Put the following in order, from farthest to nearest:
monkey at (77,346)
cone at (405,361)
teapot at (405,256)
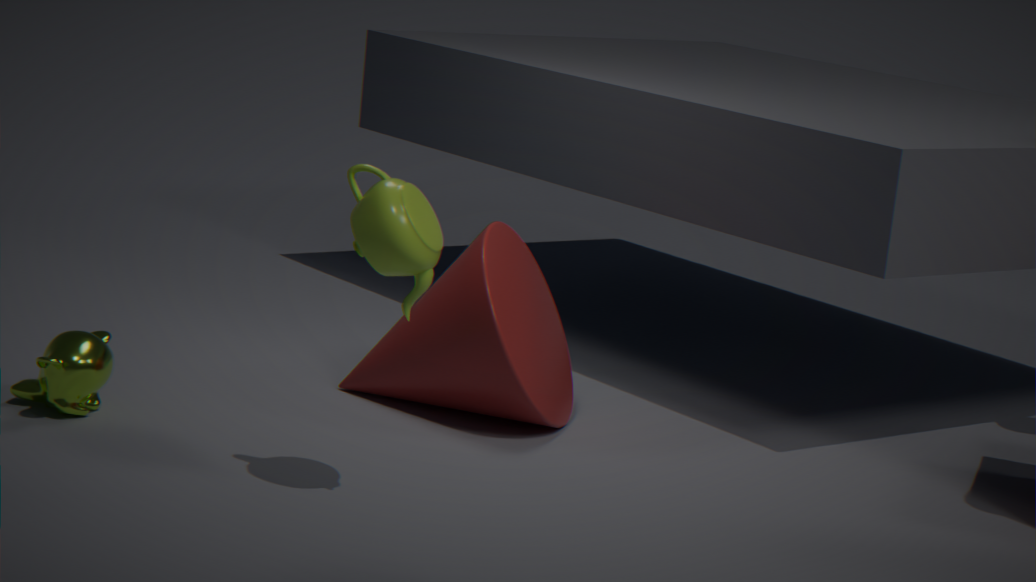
1. cone at (405,361)
2. monkey at (77,346)
3. teapot at (405,256)
